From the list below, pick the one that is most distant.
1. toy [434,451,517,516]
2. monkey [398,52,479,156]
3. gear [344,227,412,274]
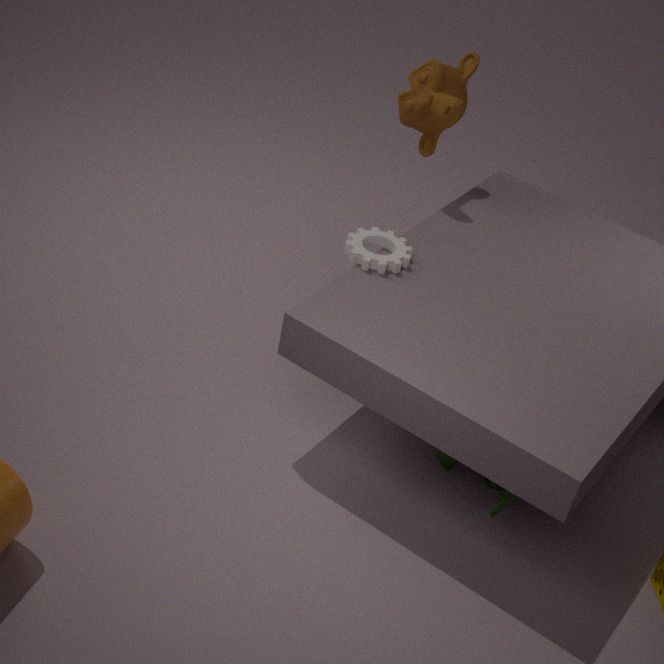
monkey [398,52,479,156]
